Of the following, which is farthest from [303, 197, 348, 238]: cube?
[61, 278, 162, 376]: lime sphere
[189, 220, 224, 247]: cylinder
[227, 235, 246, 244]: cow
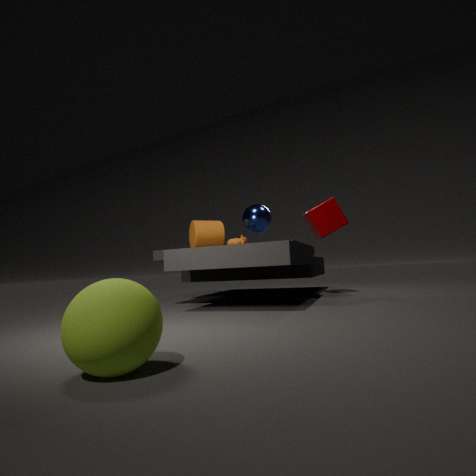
[61, 278, 162, 376]: lime sphere
